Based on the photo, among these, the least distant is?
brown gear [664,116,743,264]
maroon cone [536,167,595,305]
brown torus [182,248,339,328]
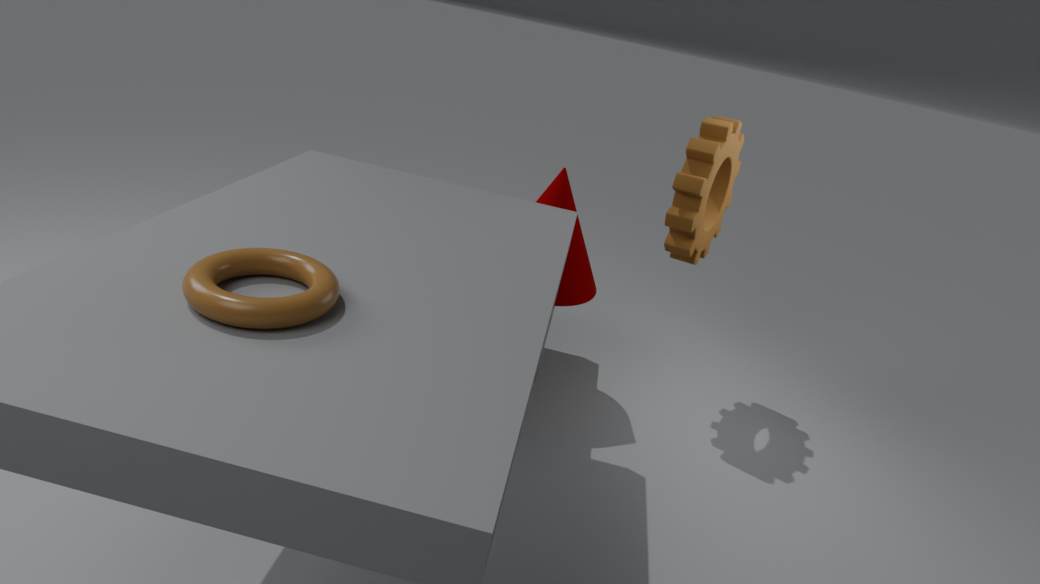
brown torus [182,248,339,328]
